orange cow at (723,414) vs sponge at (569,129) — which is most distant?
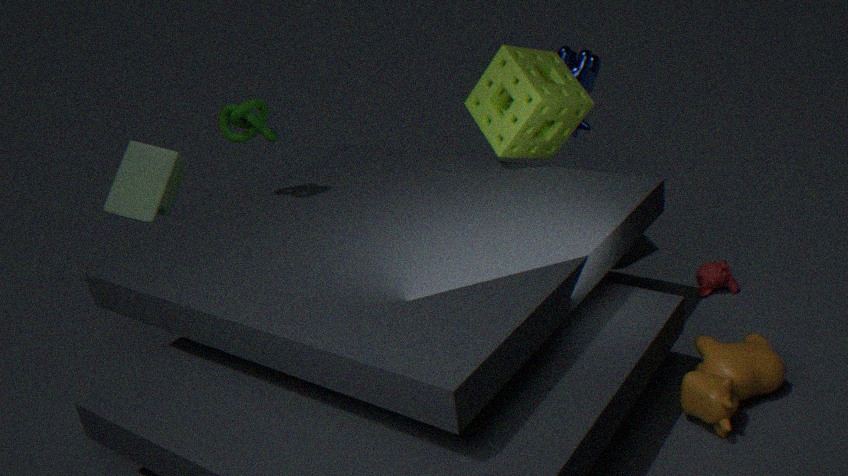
sponge at (569,129)
